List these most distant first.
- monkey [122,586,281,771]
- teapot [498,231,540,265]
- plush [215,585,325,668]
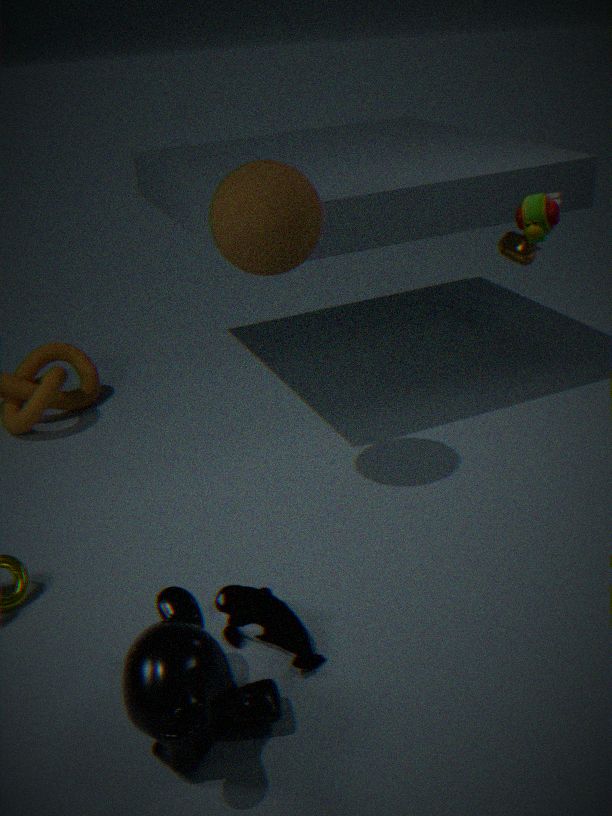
1. teapot [498,231,540,265]
2. plush [215,585,325,668]
3. monkey [122,586,281,771]
